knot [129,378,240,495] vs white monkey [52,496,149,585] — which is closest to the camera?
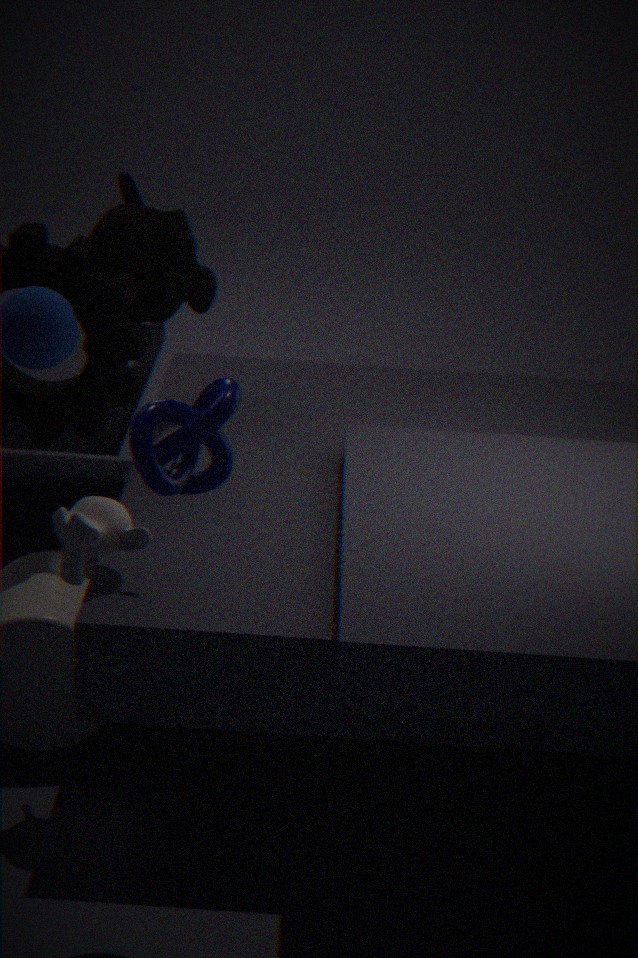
knot [129,378,240,495]
